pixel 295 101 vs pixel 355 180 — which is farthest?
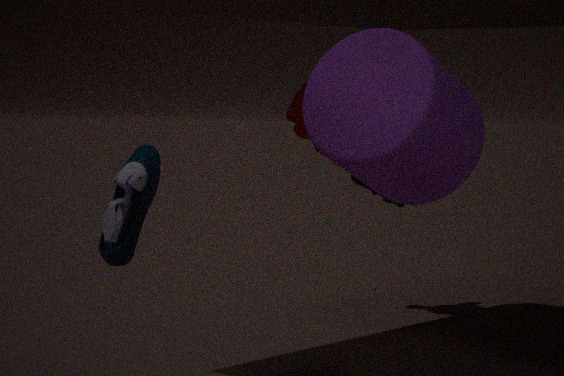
pixel 355 180
